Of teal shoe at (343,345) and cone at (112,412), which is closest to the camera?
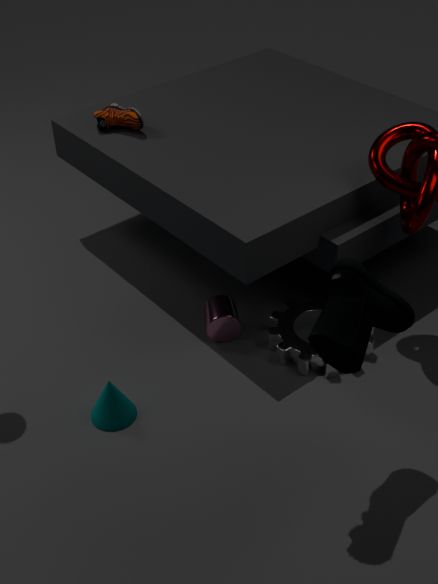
teal shoe at (343,345)
